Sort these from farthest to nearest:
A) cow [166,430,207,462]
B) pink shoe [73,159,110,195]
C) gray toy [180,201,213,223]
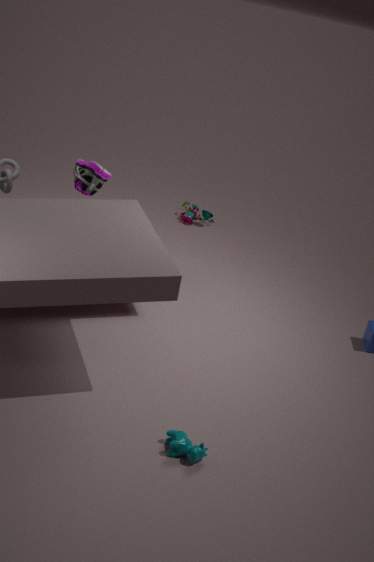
gray toy [180,201,213,223], pink shoe [73,159,110,195], cow [166,430,207,462]
